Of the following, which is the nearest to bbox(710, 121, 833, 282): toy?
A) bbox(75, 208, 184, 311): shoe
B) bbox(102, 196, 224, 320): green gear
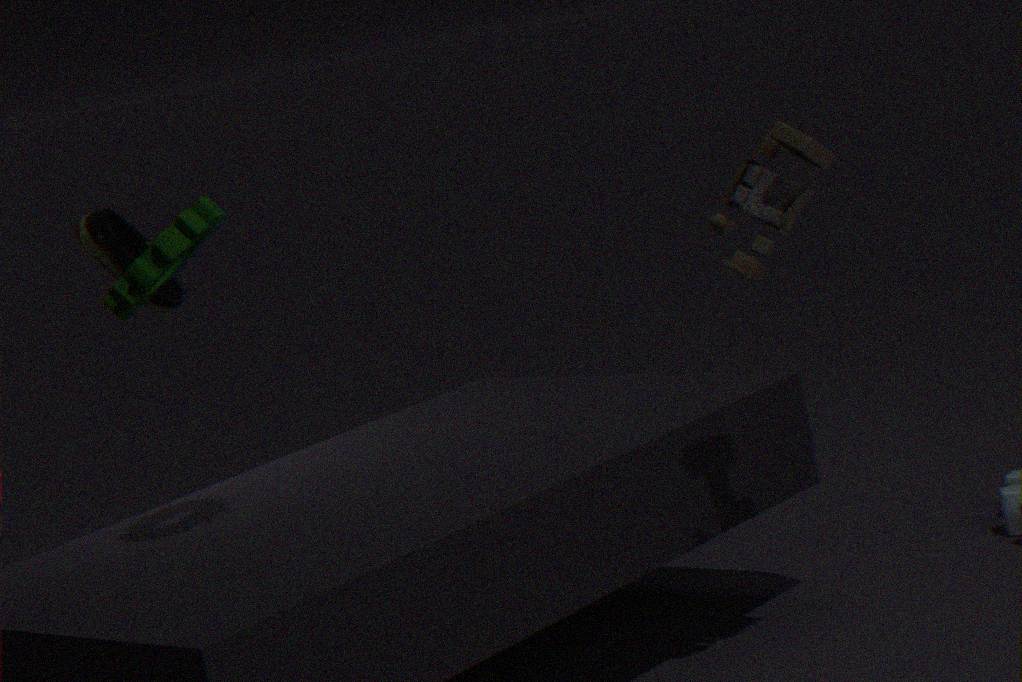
bbox(102, 196, 224, 320): green gear
